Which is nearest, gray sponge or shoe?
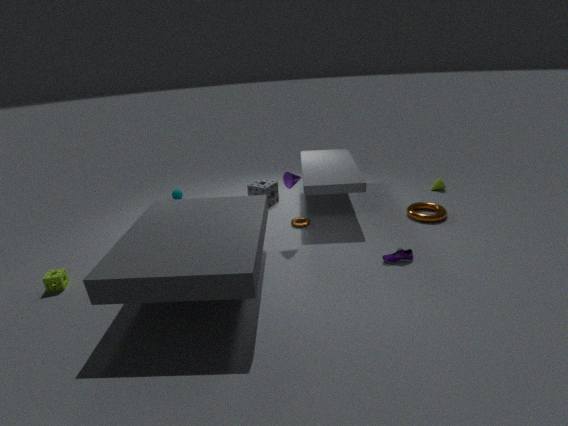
shoe
